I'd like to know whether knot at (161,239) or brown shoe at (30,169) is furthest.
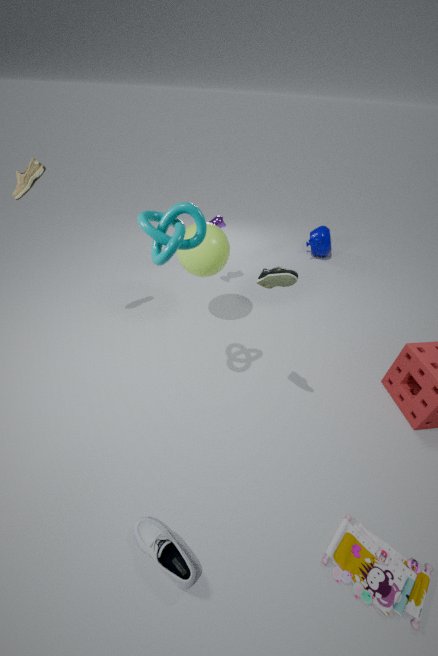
brown shoe at (30,169)
